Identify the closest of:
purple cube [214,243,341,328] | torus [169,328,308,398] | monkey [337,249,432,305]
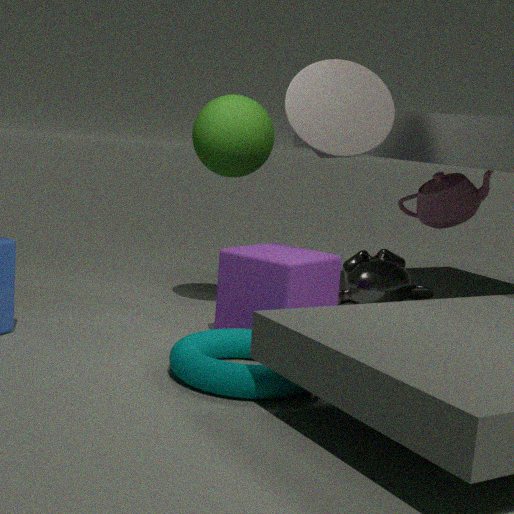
torus [169,328,308,398]
